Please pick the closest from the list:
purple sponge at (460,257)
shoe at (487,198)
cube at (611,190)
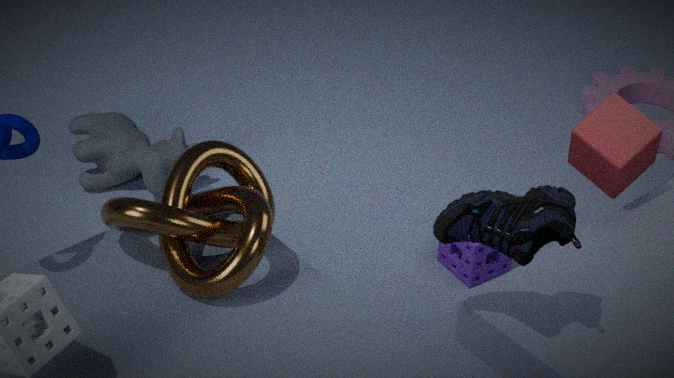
shoe at (487,198)
